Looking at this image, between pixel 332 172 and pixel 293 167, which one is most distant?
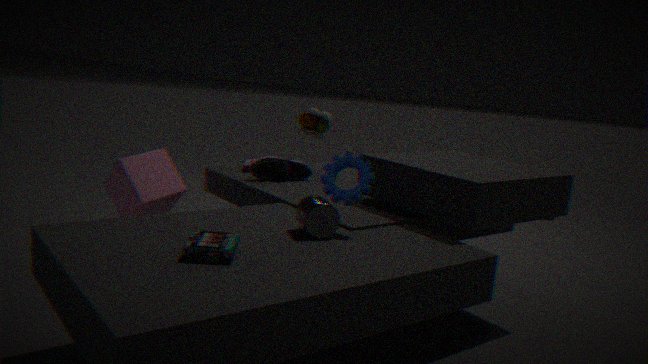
pixel 293 167
